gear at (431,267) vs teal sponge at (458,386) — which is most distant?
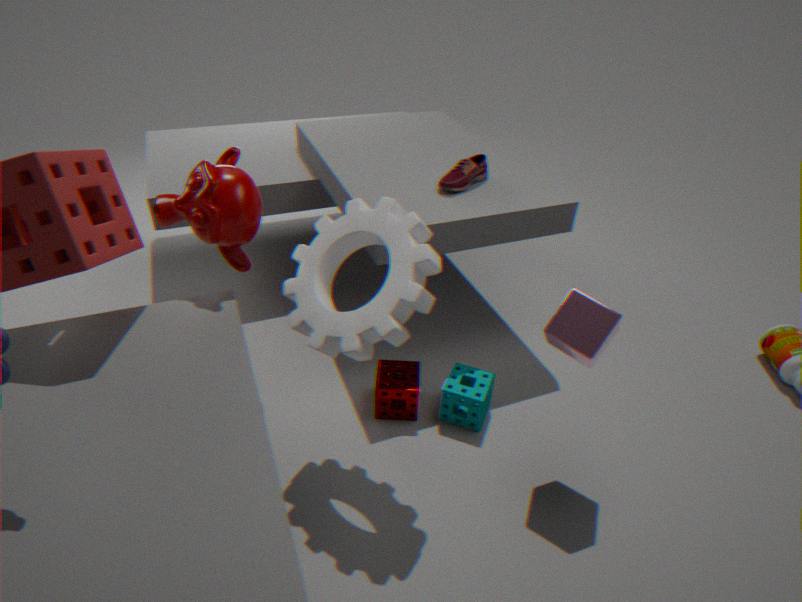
teal sponge at (458,386)
